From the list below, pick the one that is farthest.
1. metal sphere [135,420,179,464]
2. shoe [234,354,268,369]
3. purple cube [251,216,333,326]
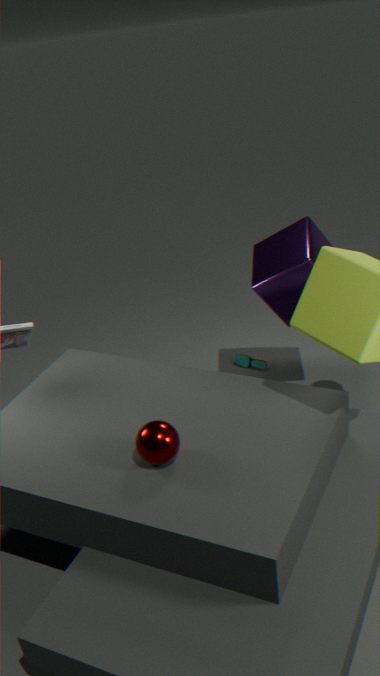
shoe [234,354,268,369]
